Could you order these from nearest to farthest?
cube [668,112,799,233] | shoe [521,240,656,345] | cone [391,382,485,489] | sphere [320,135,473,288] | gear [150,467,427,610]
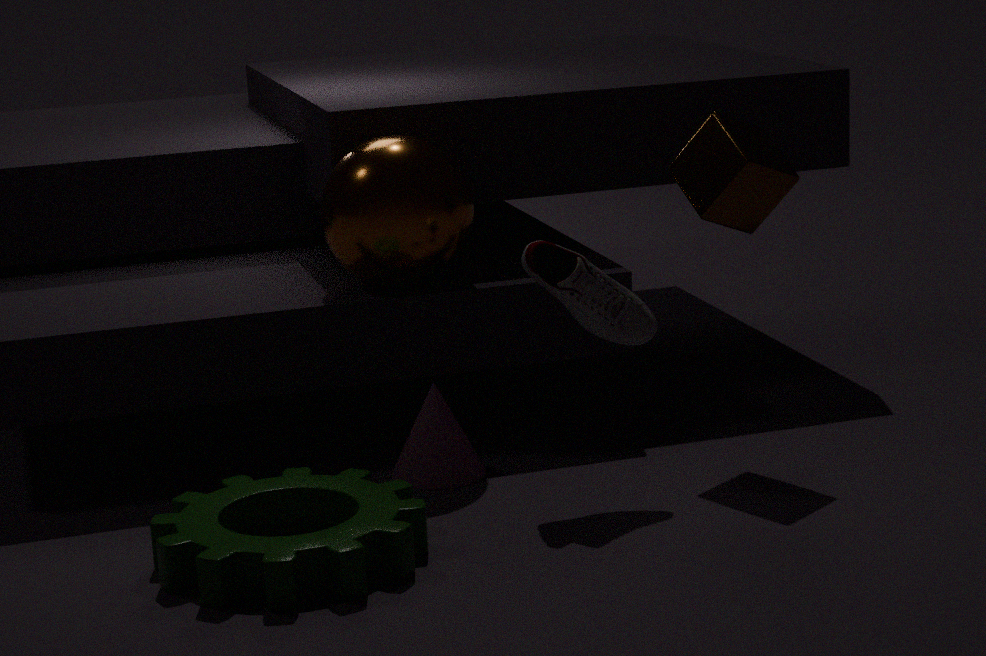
gear [150,467,427,610] < shoe [521,240,656,345] < cube [668,112,799,233] < cone [391,382,485,489] < sphere [320,135,473,288]
